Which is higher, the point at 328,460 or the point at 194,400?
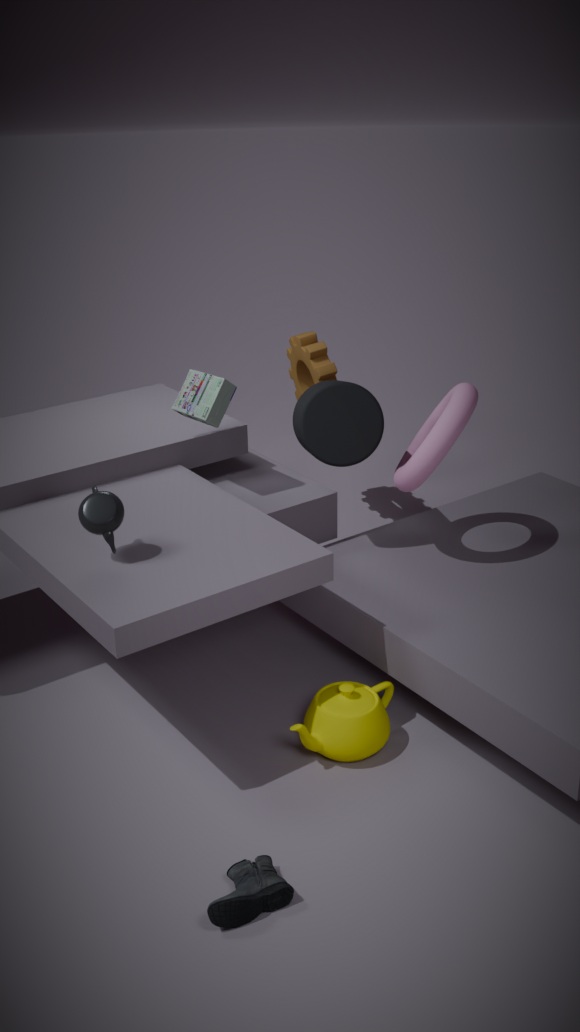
the point at 194,400
